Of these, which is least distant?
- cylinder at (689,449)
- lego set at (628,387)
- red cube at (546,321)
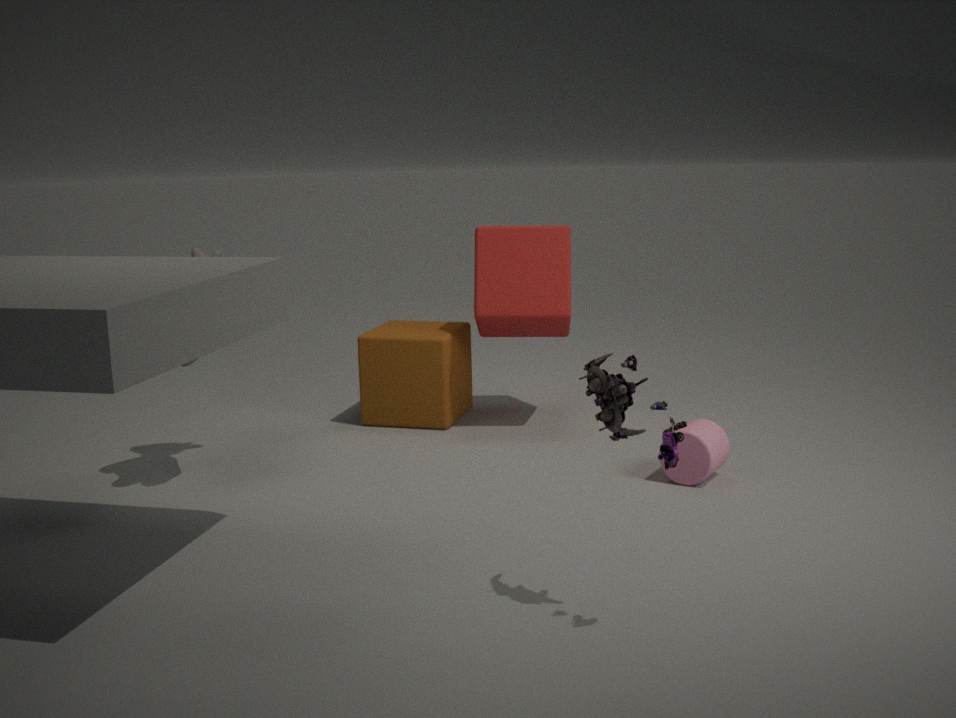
lego set at (628,387)
